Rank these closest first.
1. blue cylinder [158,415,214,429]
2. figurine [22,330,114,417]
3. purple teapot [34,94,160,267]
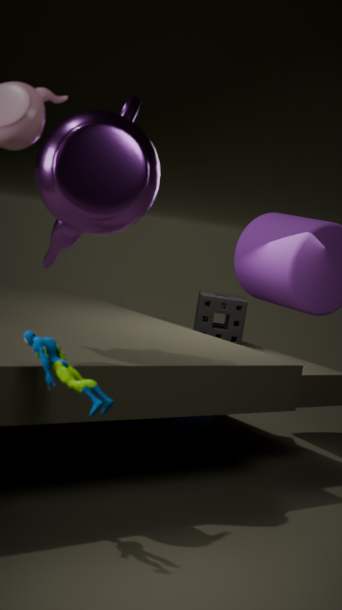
figurine [22,330,114,417]
purple teapot [34,94,160,267]
blue cylinder [158,415,214,429]
